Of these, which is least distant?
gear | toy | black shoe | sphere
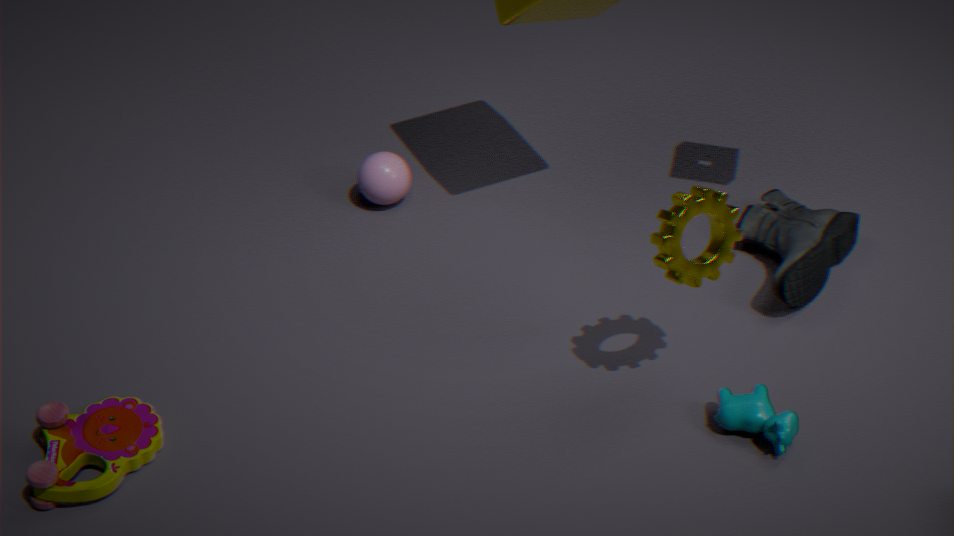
gear
